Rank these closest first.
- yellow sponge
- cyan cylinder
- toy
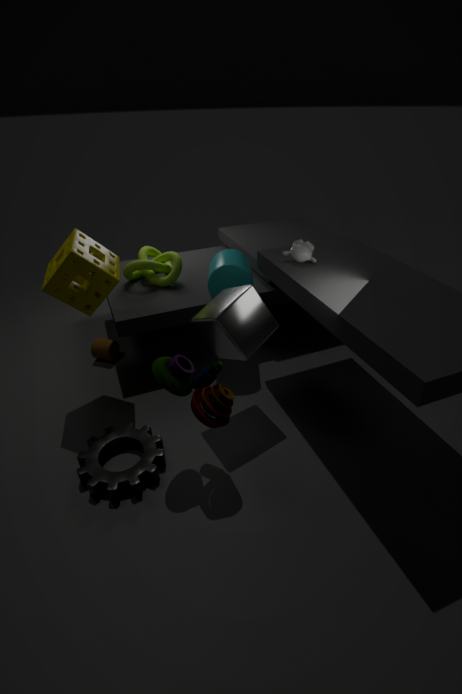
toy < yellow sponge < cyan cylinder
